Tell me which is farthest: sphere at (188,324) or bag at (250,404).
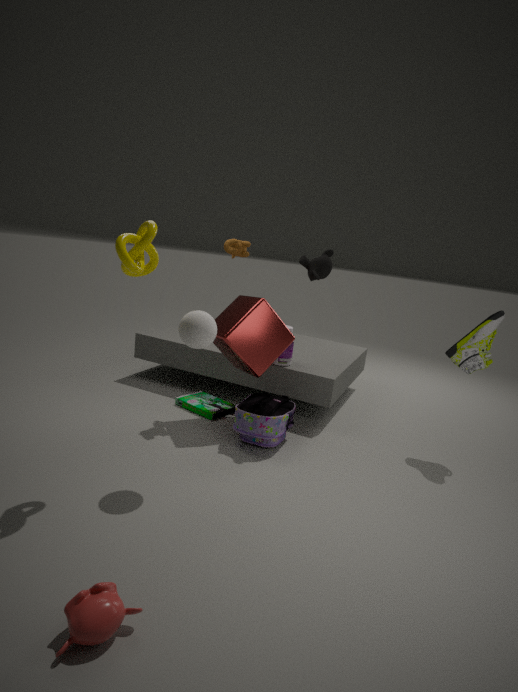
bag at (250,404)
